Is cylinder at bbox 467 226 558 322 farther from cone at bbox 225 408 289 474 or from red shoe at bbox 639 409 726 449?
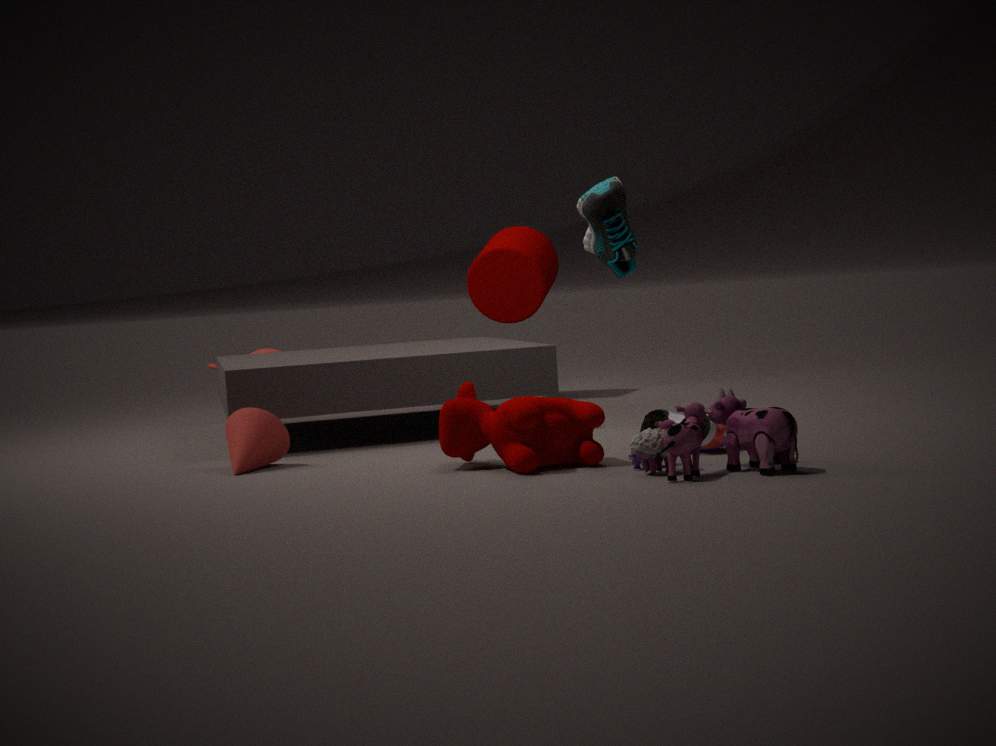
cone at bbox 225 408 289 474
